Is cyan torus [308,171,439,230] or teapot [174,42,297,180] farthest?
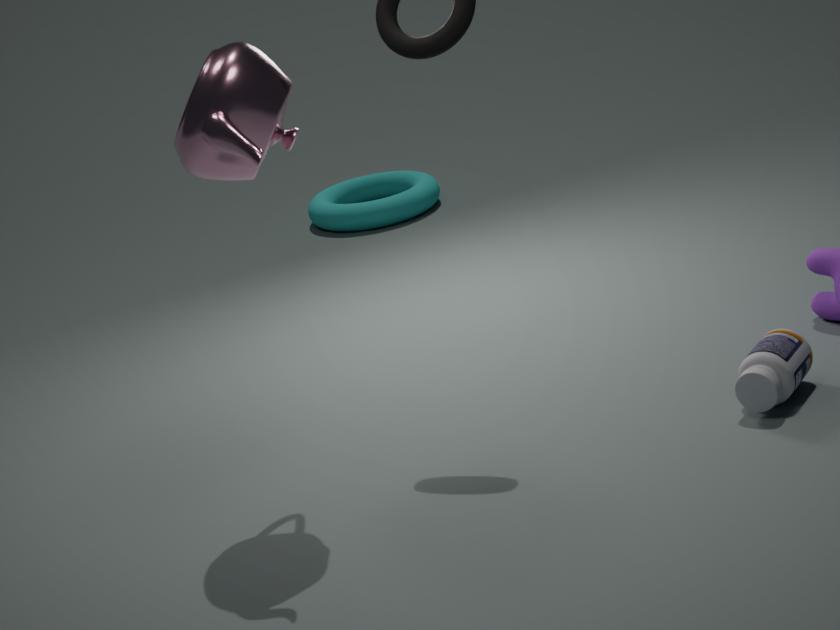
cyan torus [308,171,439,230]
